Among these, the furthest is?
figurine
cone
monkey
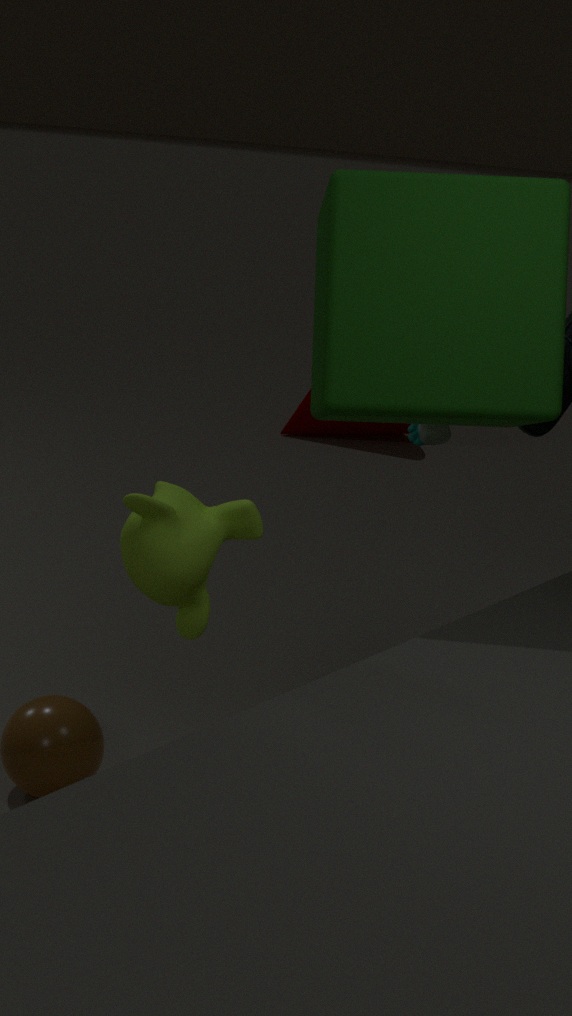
cone
